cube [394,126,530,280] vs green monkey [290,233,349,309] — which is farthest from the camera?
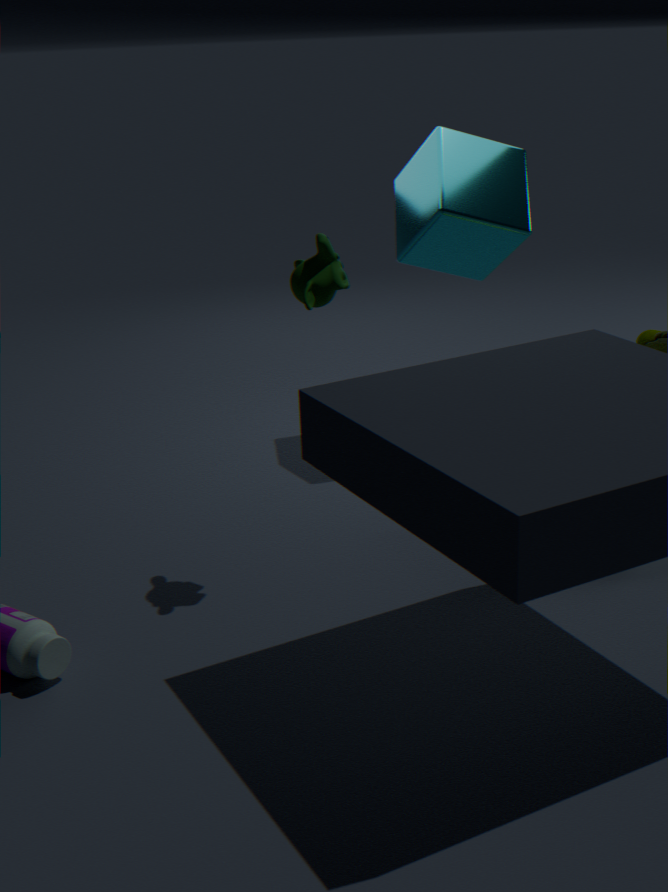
cube [394,126,530,280]
